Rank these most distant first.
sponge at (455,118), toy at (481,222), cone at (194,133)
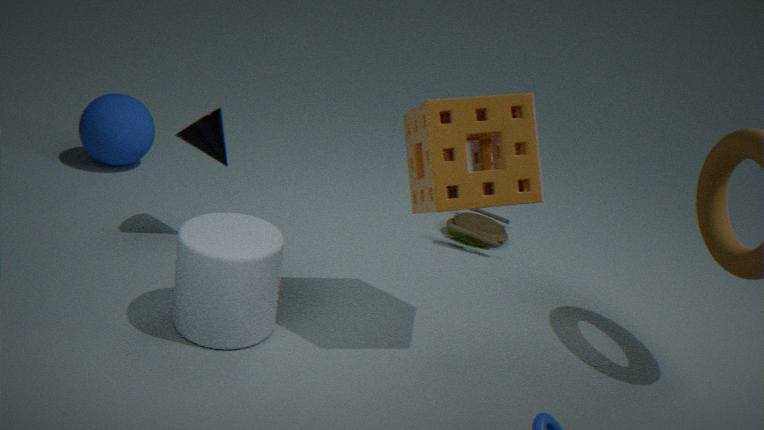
toy at (481,222)
cone at (194,133)
sponge at (455,118)
